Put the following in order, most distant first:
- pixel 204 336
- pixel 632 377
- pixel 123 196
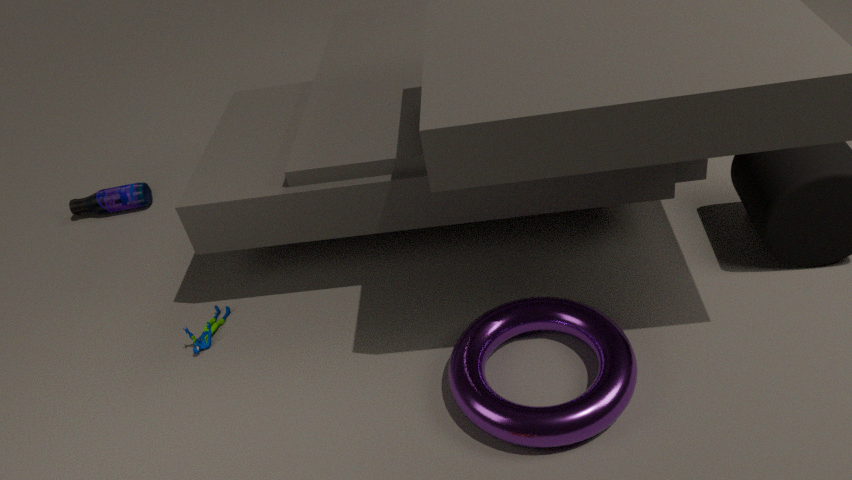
pixel 123 196 → pixel 204 336 → pixel 632 377
